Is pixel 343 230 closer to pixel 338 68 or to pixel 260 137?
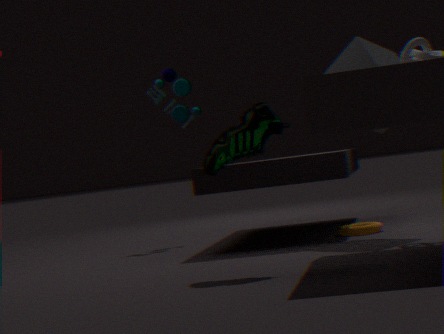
pixel 338 68
